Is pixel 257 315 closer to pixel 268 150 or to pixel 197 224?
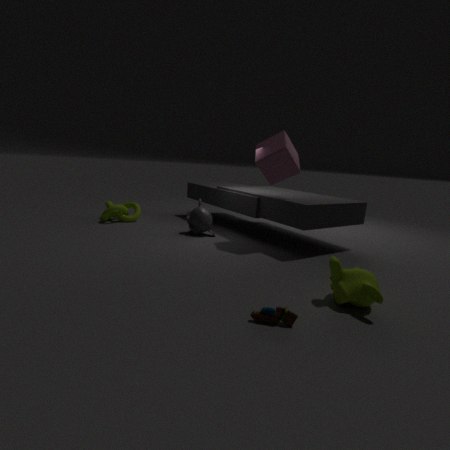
pixel 268 150
